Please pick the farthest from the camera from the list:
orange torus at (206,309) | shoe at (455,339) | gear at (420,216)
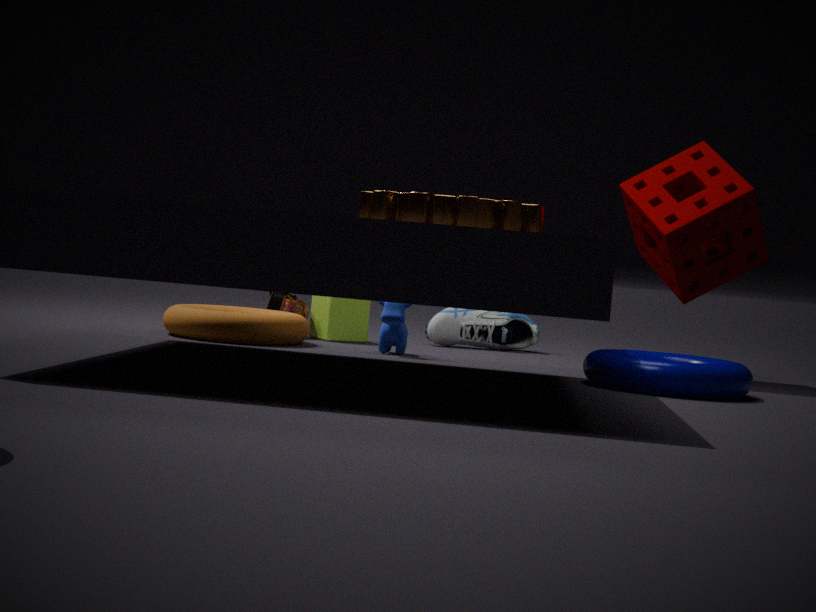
shoe at (455,339)
